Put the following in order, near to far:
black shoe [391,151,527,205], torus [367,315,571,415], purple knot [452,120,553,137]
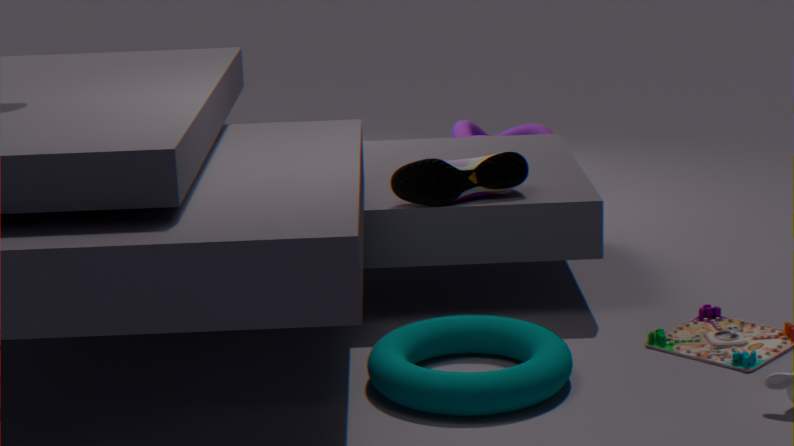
torus [367,315,571,415], black shoe [391,151,527,205], purple knot [452,120,553,137]
